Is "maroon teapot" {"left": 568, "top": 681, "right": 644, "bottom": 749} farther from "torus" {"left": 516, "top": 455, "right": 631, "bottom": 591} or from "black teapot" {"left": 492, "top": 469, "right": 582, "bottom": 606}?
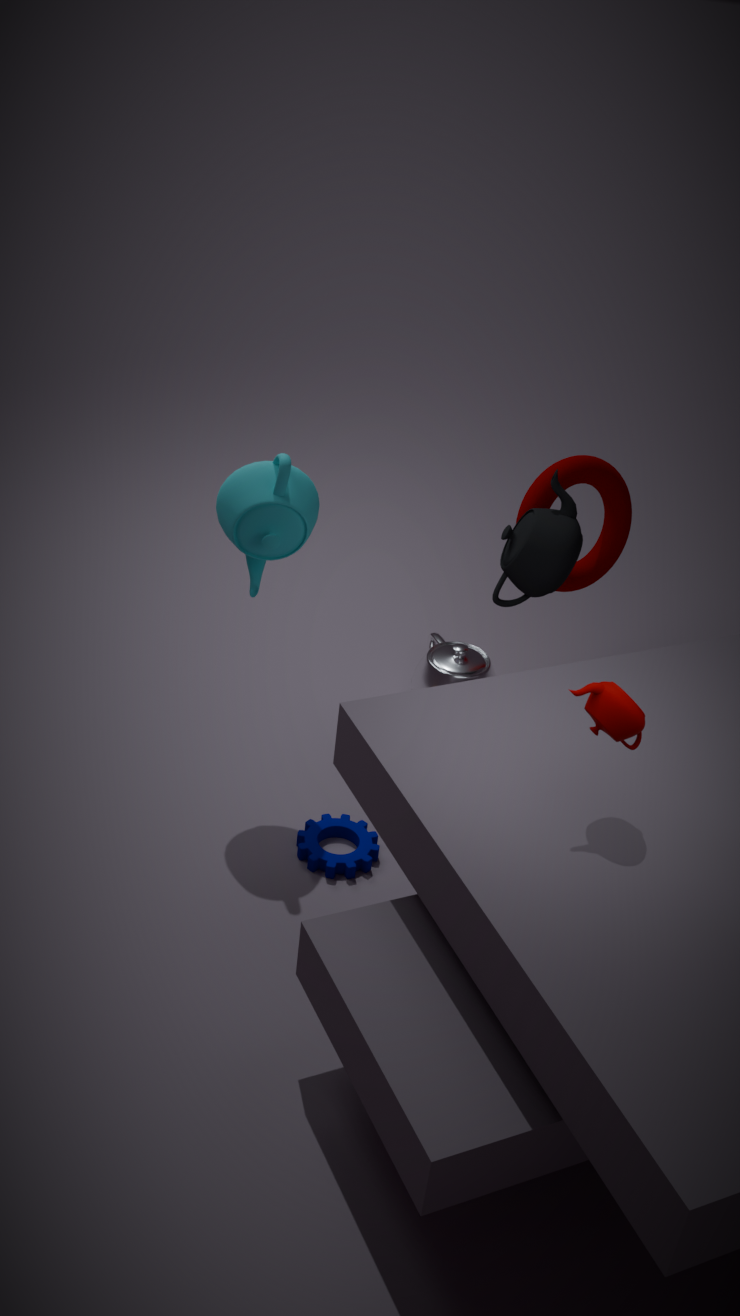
"torus" {"left": 516, "top": 455, "right": 631, "bottom": 591}
